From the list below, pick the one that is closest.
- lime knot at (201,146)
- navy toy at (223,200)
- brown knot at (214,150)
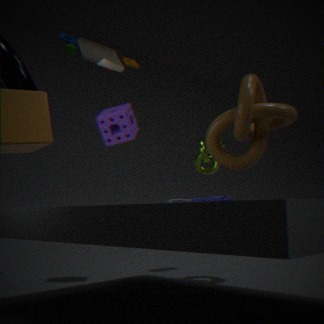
navy toy at (223,200)
